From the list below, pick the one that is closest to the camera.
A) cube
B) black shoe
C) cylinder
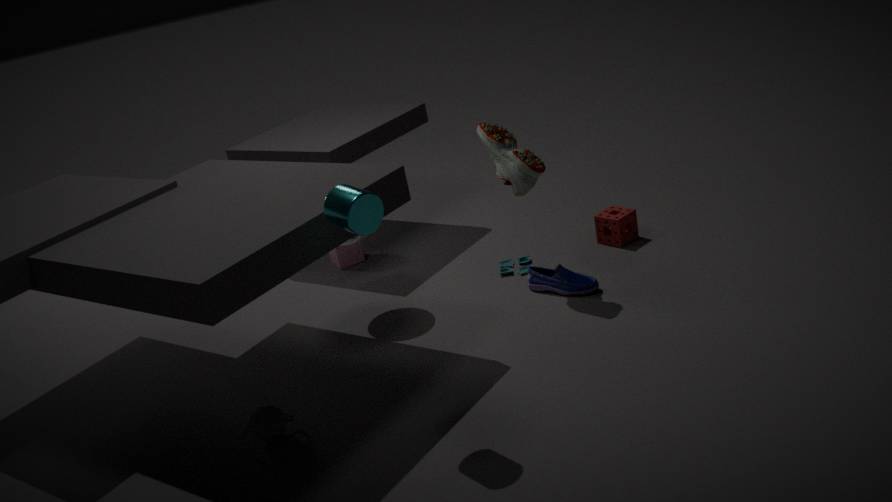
cylinder
